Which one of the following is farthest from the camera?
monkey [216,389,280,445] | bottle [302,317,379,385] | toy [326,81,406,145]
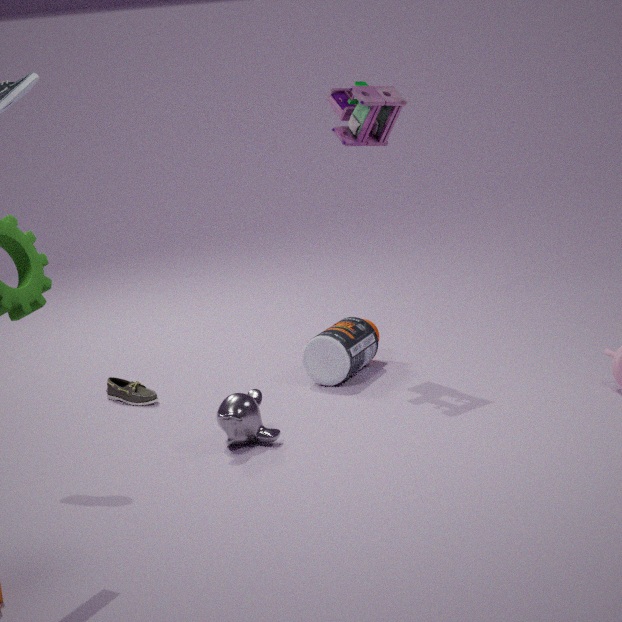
bottle [302,317,379,385]
